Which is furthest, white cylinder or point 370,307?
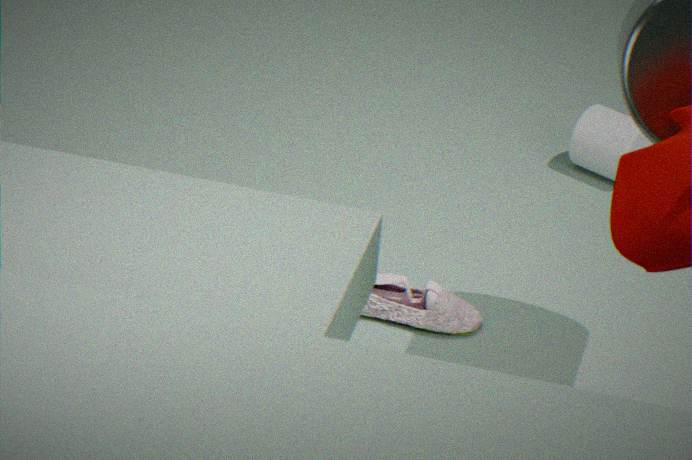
point 370,307
